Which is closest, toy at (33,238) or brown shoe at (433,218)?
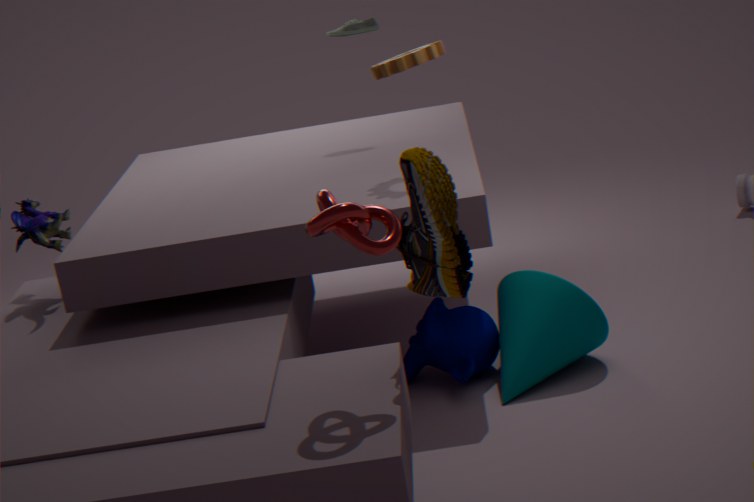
brown shoe at (433,218)
